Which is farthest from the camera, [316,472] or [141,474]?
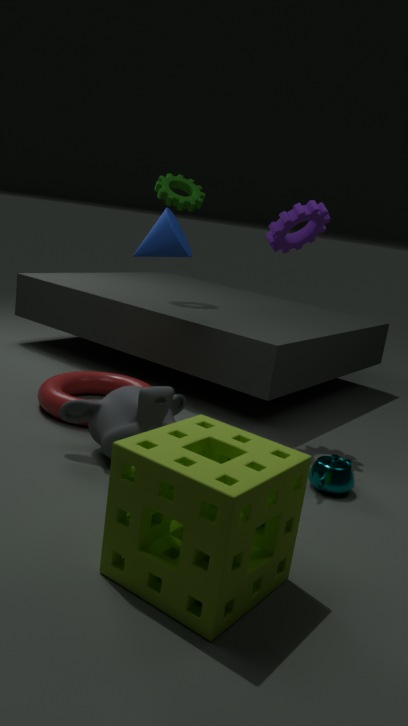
[316,472]
